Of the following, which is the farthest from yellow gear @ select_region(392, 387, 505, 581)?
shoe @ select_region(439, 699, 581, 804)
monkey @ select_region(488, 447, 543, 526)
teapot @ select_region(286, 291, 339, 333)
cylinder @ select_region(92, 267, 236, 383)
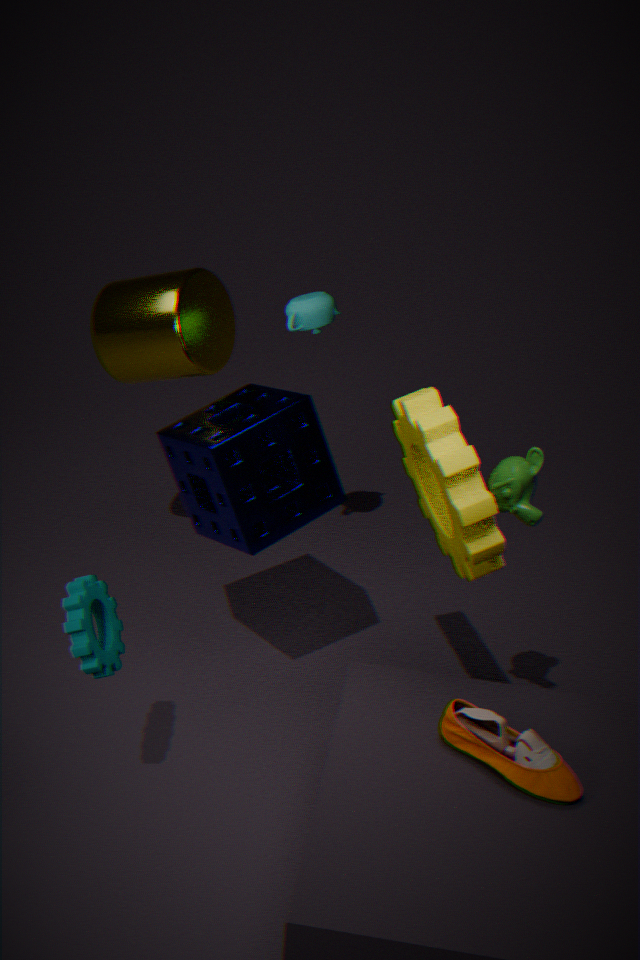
cylinder @ select_region(92, 267, 236, 383)
